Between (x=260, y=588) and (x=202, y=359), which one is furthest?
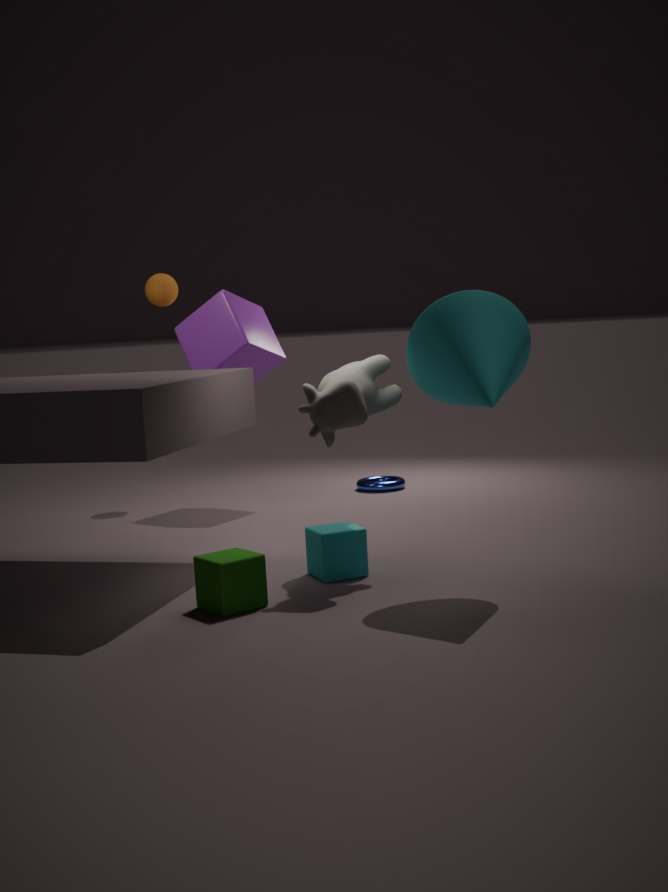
(x=202, y=359)
